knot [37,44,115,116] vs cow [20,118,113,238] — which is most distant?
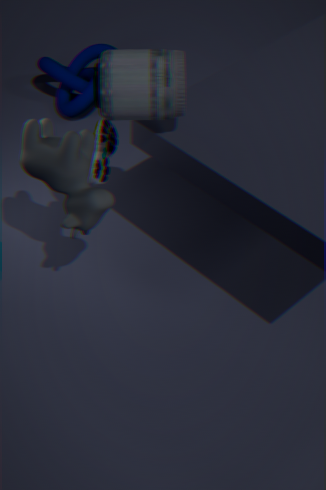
knot [37,44,115,116]
